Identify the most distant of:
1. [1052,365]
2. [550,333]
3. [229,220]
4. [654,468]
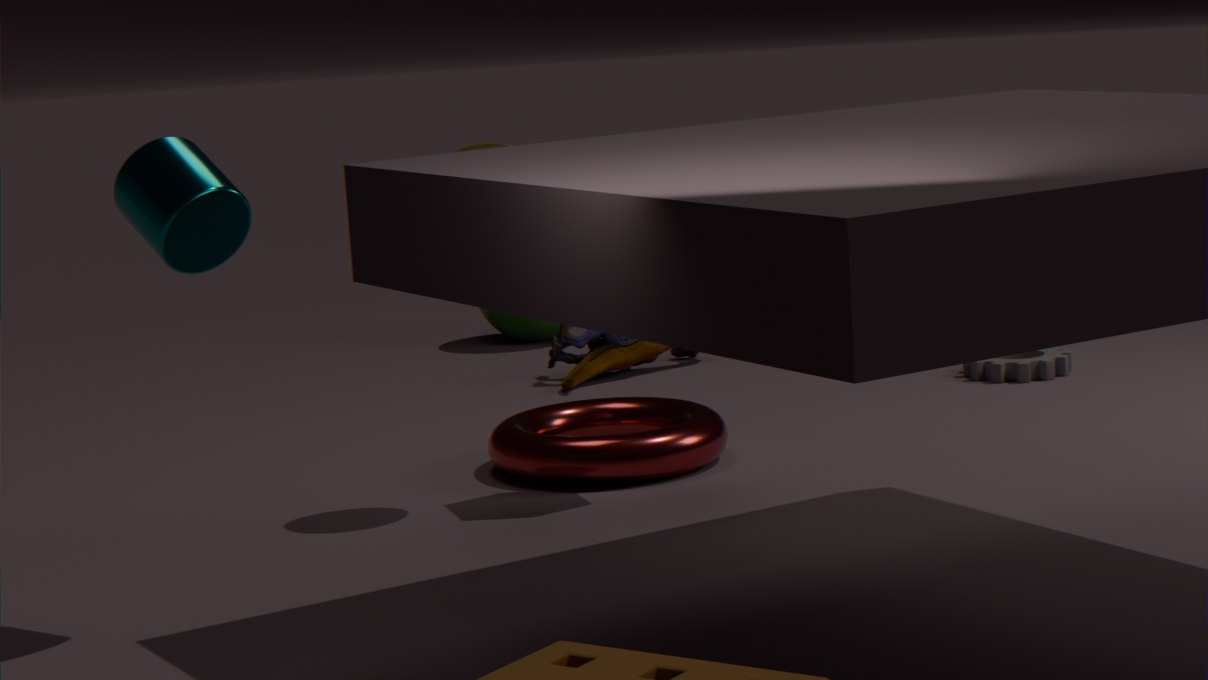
[550,333]
